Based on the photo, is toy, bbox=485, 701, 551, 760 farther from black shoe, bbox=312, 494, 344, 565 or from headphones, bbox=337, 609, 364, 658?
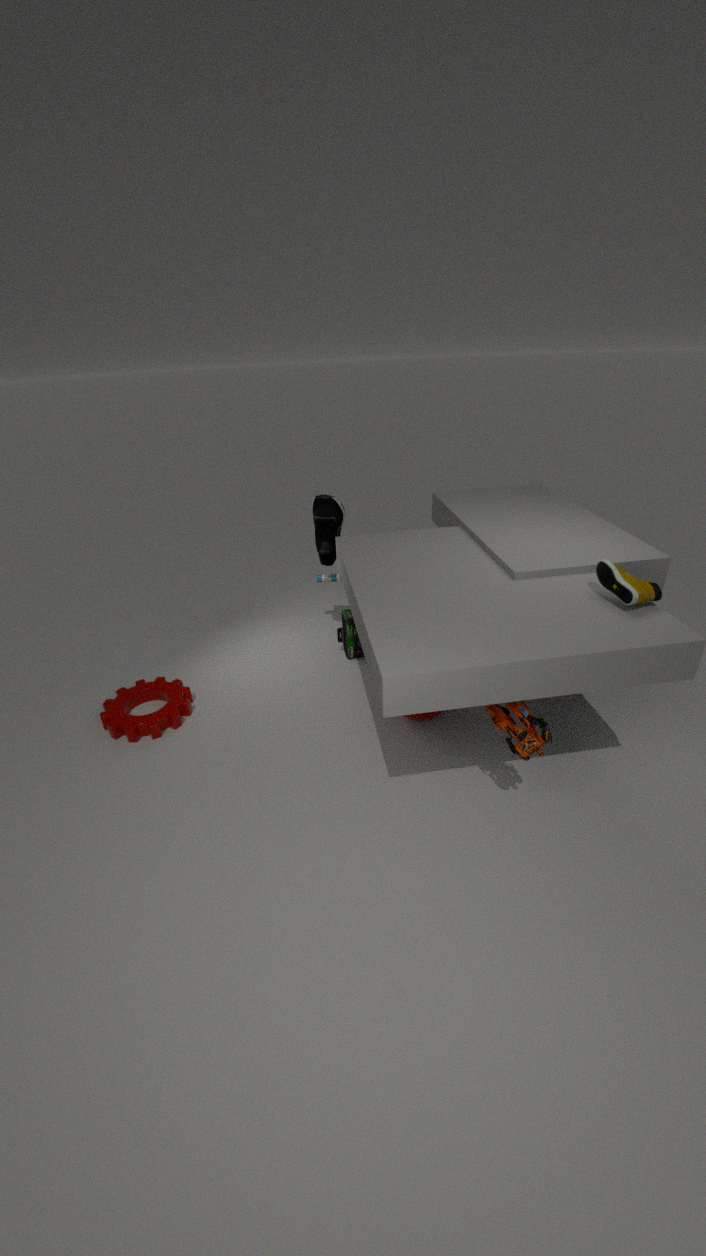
black shoe, bbox=312, 494, 344, 565
